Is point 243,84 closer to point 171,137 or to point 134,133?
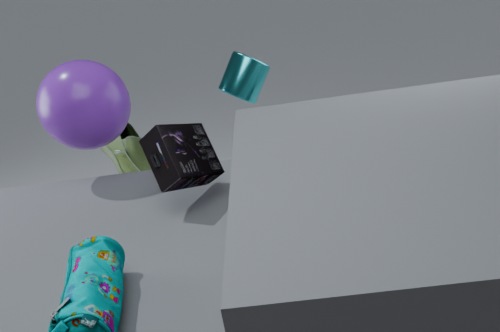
point 171,137
